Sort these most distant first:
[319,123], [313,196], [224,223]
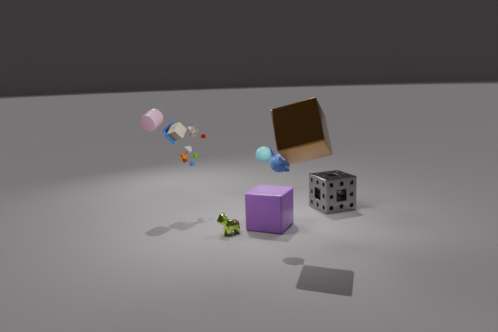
[313,196] → [224,223] → [319,123]
